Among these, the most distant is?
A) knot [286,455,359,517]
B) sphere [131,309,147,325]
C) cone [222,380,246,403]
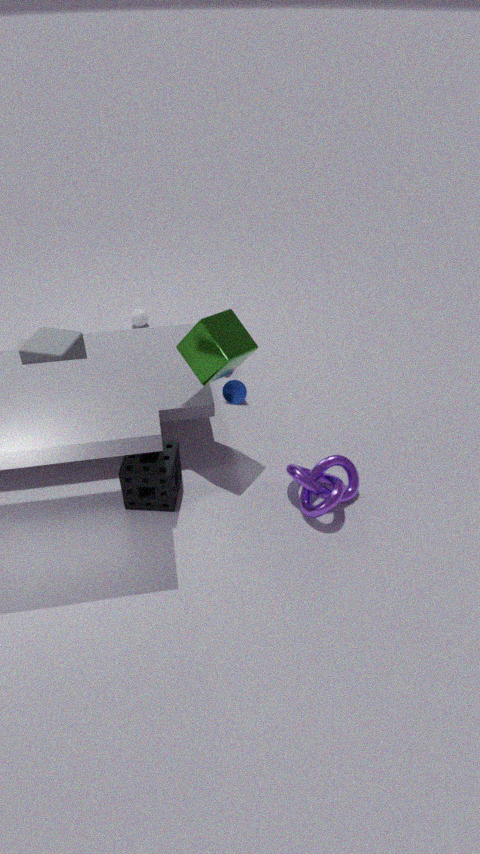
sphere [131,309,147,325]
